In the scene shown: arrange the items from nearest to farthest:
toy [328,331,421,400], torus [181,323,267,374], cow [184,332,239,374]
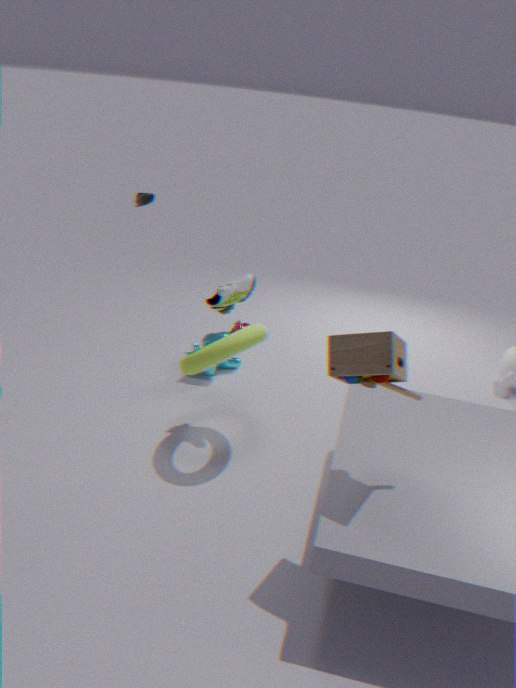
1. toy [328,331,421,400]
2. torus [181,323,267,374]
3. cow [184,332,239,374]
